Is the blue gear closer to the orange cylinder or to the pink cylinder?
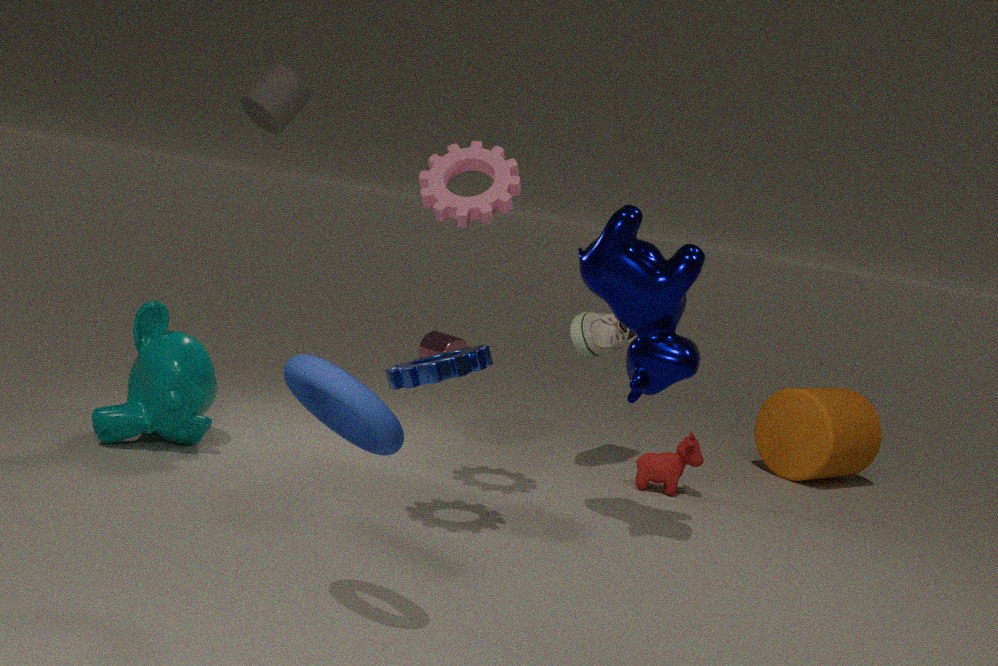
the orange cylinder
